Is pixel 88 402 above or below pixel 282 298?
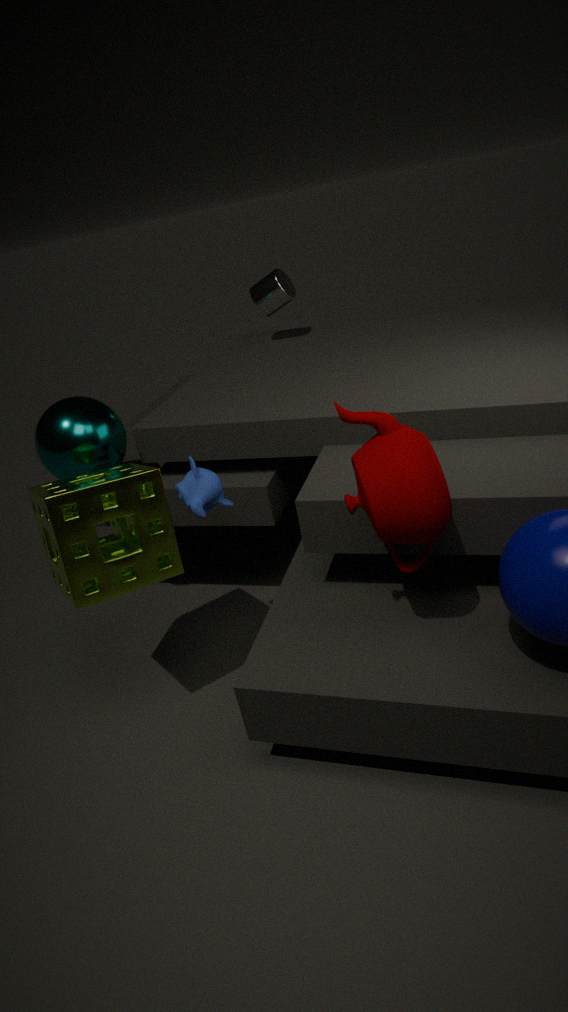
below
